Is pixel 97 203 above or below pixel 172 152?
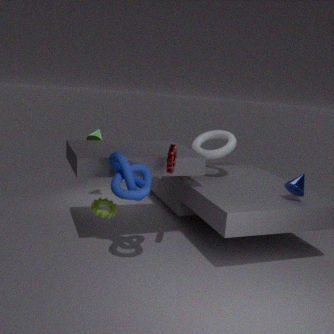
below
